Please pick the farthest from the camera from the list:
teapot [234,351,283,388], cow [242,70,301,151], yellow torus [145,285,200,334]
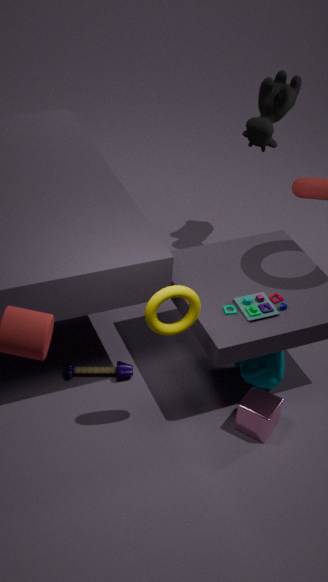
cow [242,70,301,151]
